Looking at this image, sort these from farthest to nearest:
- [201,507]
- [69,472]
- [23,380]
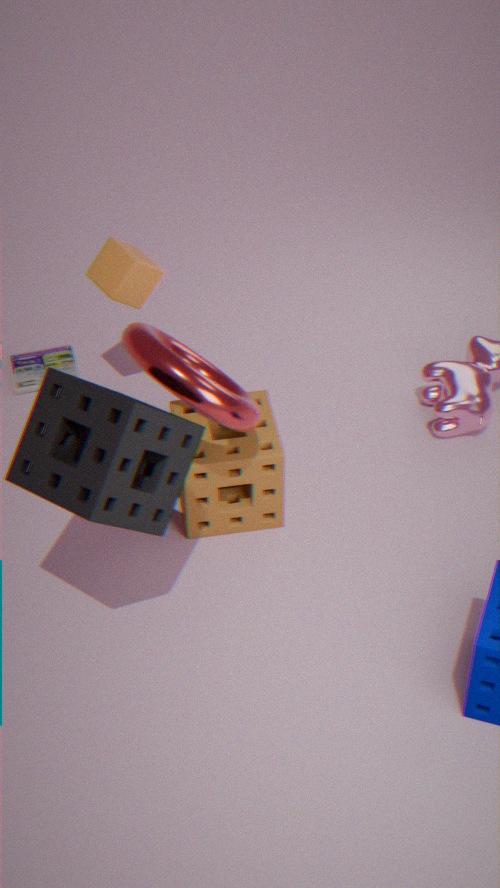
1. [23,380]
2. [201,507]
3. [69,472]
